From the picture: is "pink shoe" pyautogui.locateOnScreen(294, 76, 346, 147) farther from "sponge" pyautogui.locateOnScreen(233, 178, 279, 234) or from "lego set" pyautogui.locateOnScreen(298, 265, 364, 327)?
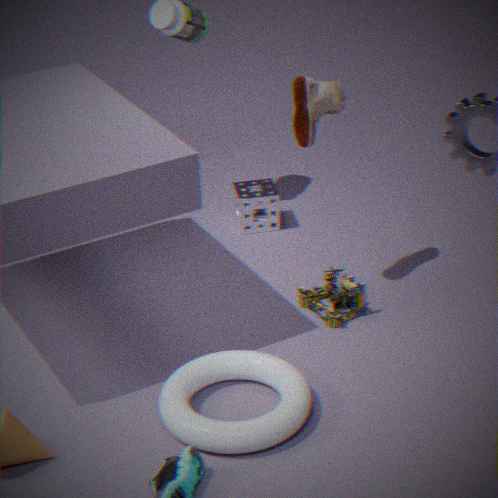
"sponge" pyautogui.locateOnScreen(233, 178, 279, 234)
